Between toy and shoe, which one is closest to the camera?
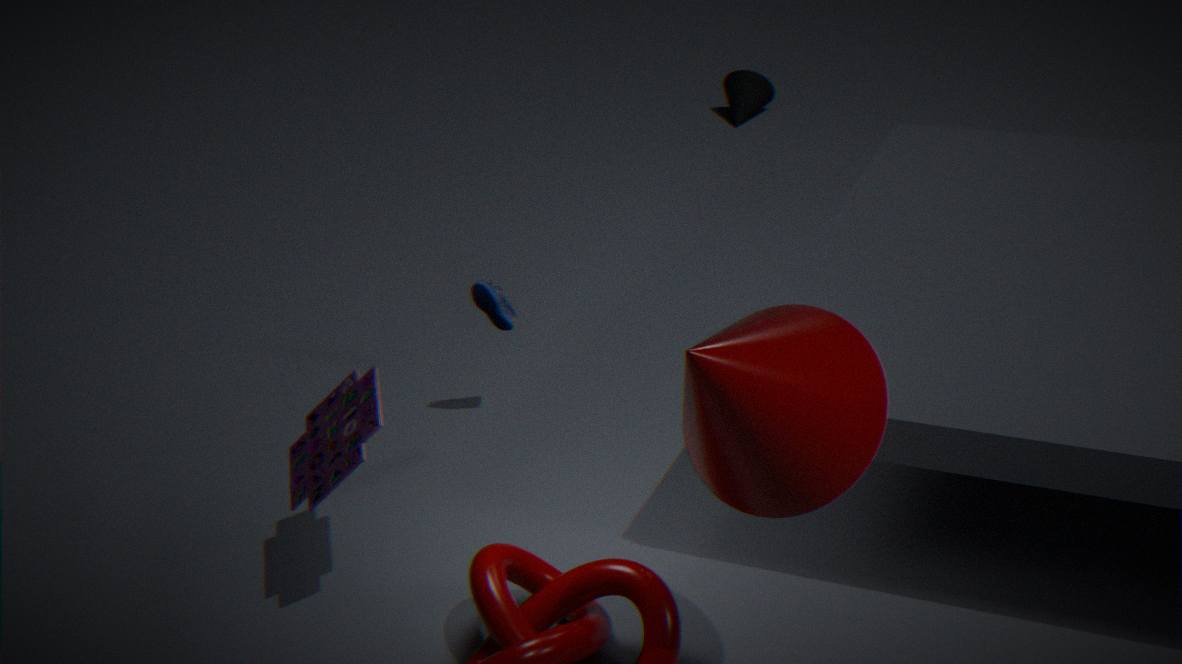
toy
